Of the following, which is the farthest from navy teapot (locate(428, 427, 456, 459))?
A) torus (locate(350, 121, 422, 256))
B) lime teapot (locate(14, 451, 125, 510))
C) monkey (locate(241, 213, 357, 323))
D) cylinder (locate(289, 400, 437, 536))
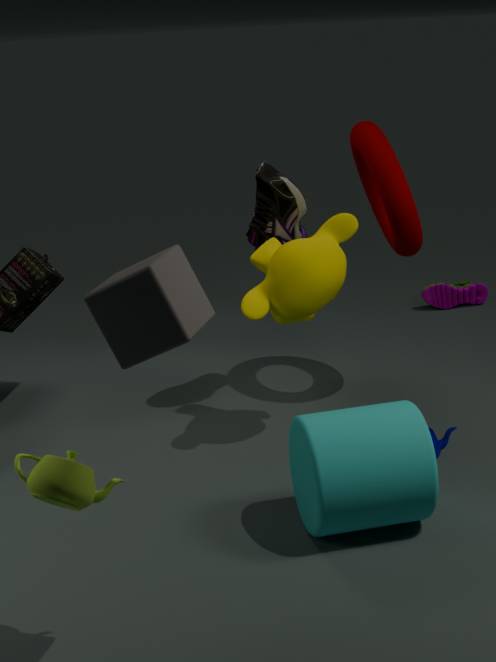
lime teapot (locate(14, 451, 125, 510))
